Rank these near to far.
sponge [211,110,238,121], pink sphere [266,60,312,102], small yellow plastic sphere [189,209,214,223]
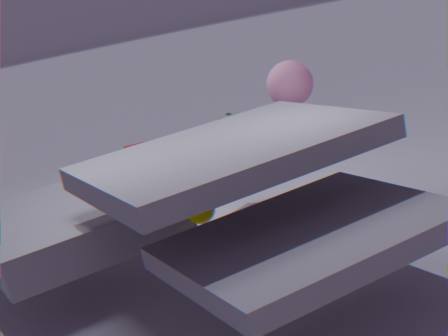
small yellow plastic sphere [189,209,214,223] < pink sphere [266,60,312,102] < sponge [211,110,238,121]
